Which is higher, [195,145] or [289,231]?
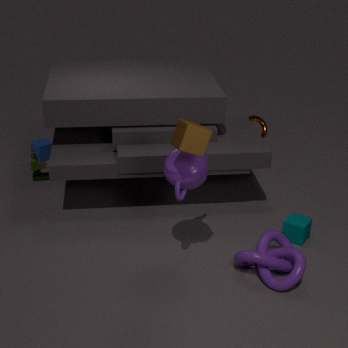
[195,145]
